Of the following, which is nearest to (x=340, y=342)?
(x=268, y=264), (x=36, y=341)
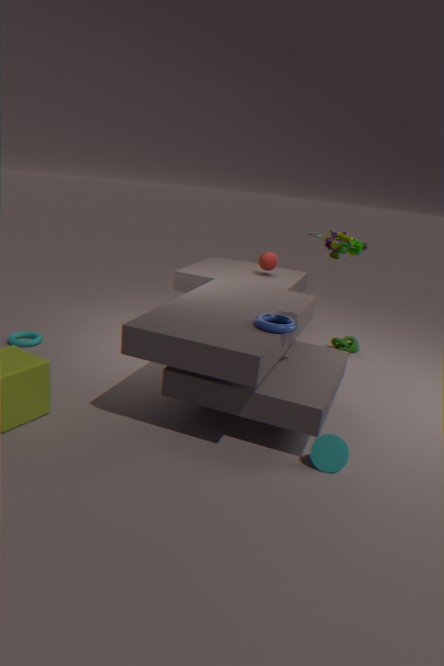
(x=268, y=264)
